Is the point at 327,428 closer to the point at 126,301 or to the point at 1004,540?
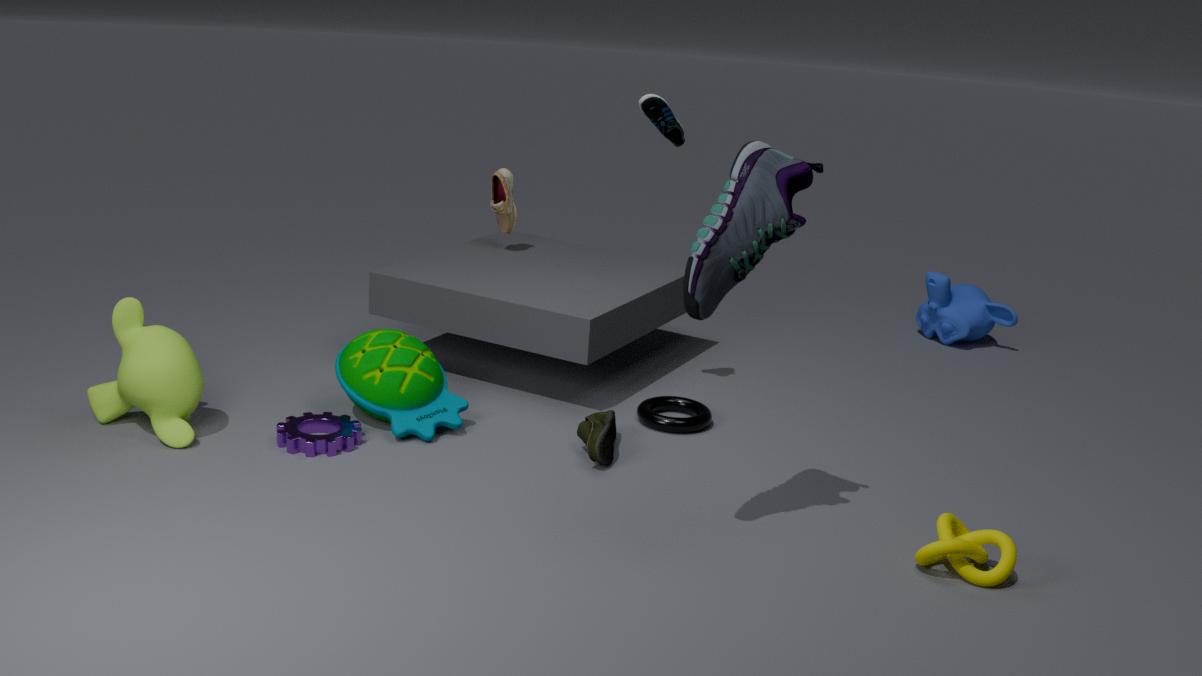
the point at 126,301
